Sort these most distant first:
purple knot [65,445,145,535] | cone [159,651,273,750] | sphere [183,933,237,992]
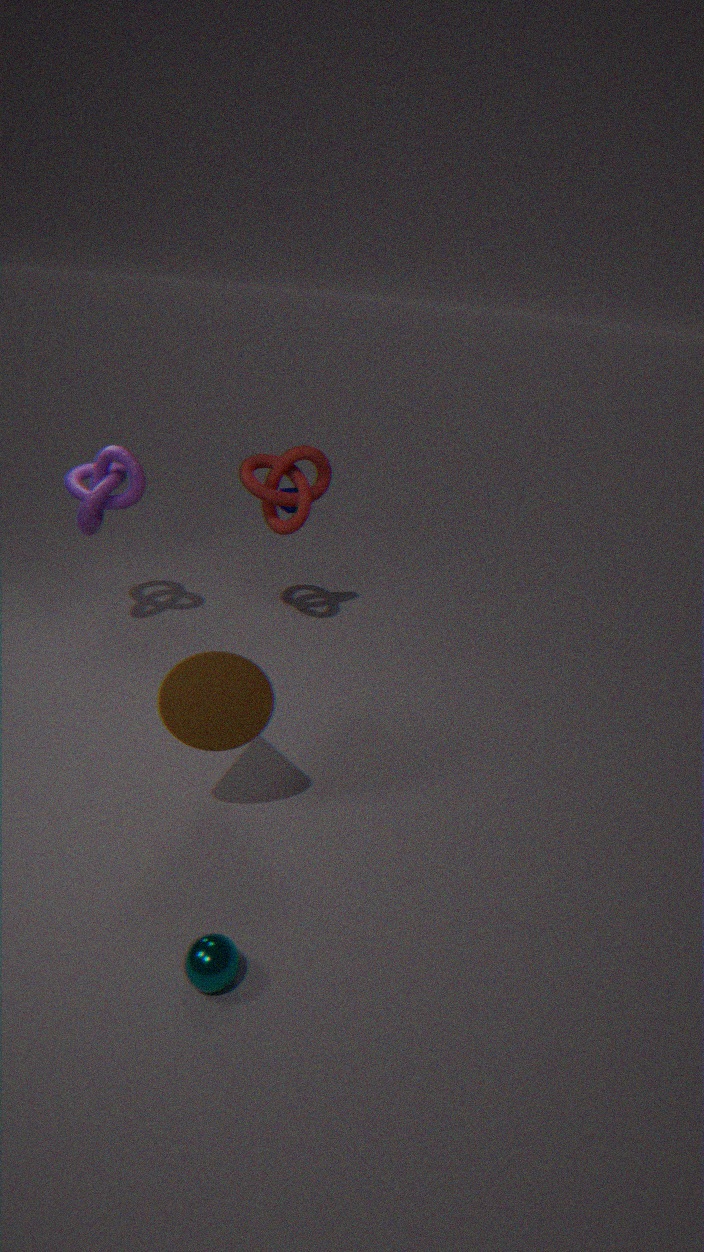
purple knot [65,445,145,535] → cone [159,651,273,750] → sphere [183,933,237,992]
